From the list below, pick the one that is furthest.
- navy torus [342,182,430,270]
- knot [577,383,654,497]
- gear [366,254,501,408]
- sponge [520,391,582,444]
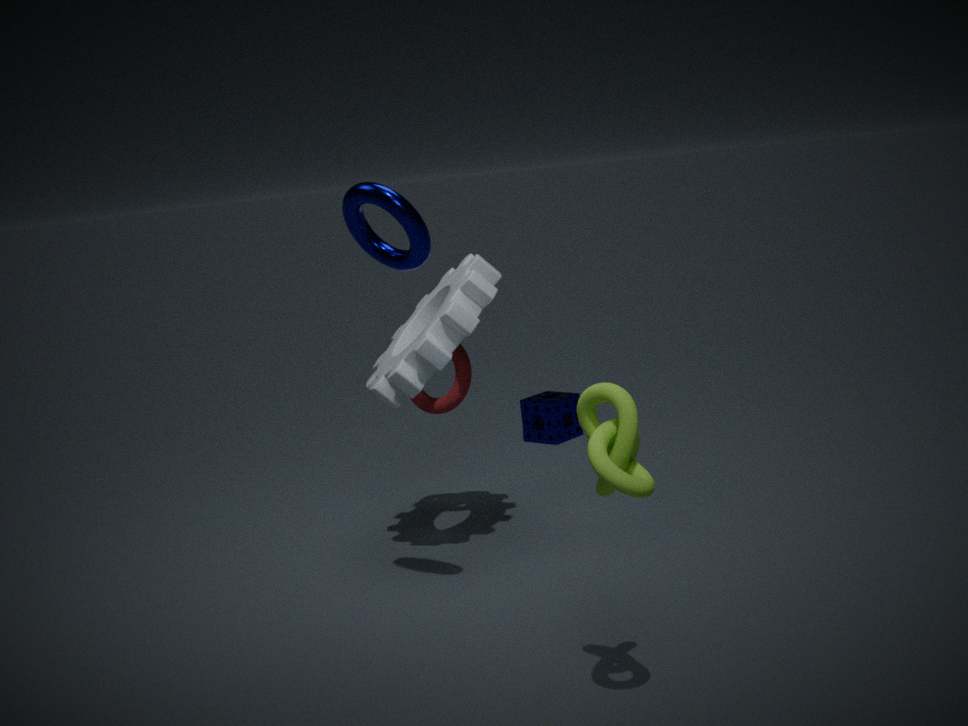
sponge [520,391,582,444]
